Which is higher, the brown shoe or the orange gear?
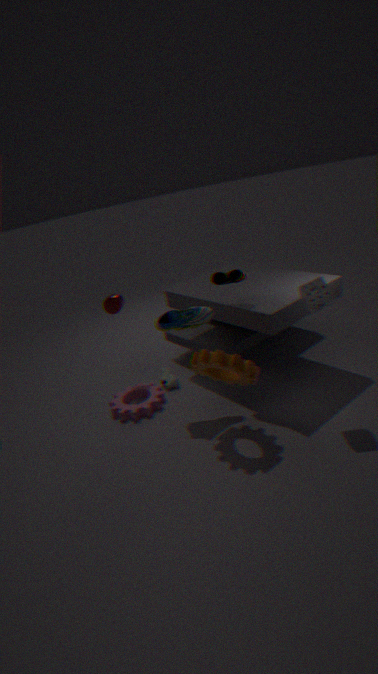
the brown shoe
